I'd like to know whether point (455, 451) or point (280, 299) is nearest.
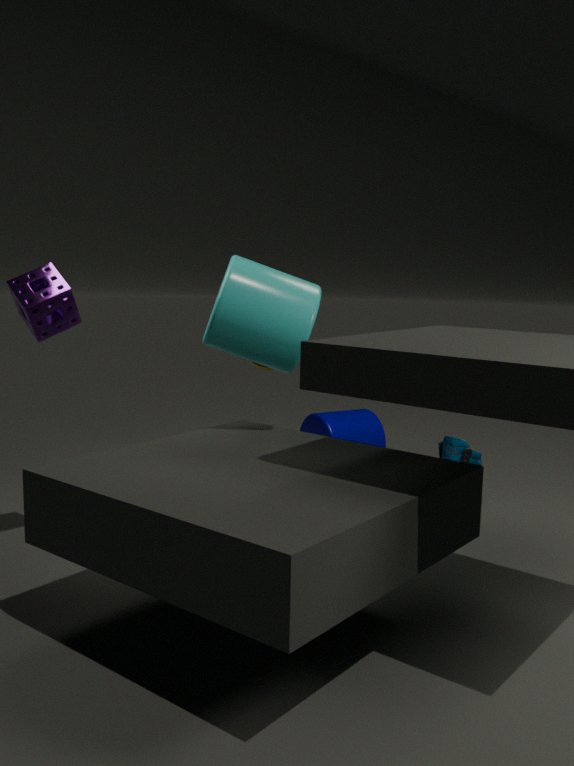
point (280, 299)
